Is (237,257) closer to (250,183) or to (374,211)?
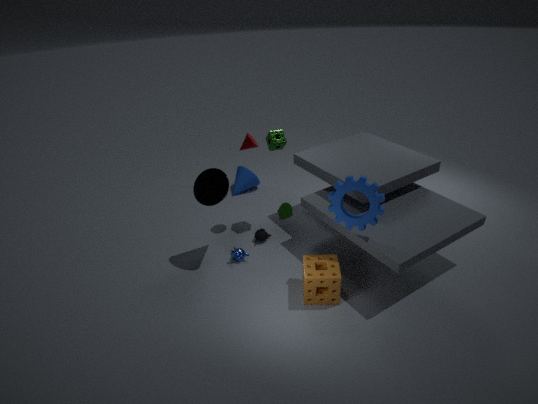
(374,211)
